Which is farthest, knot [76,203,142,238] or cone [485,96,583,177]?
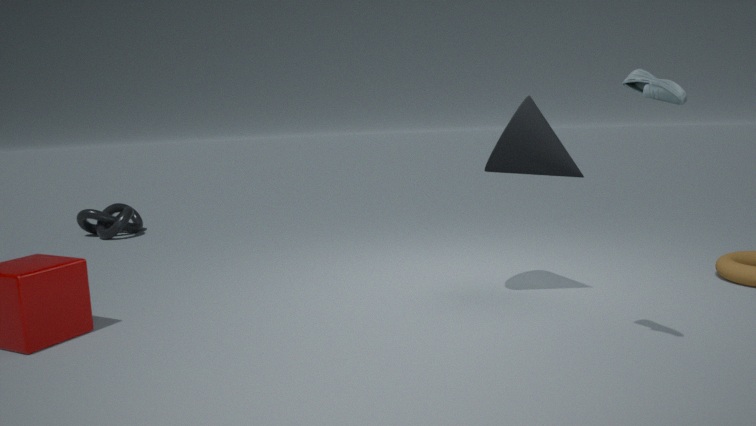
knot [76,203,142,238]
